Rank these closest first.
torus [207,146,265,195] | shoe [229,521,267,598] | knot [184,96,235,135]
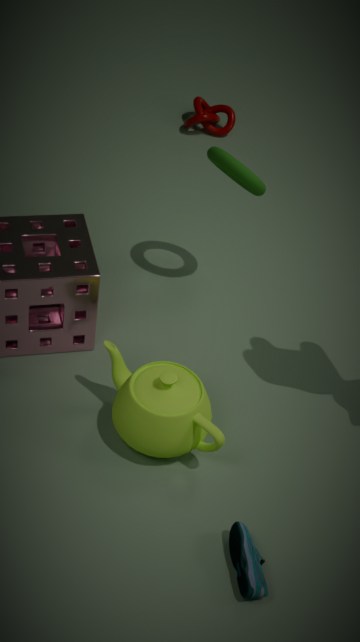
shoe [229,521,267,598] < torus [207,146,265,195] < knot [184,96,235,135]
